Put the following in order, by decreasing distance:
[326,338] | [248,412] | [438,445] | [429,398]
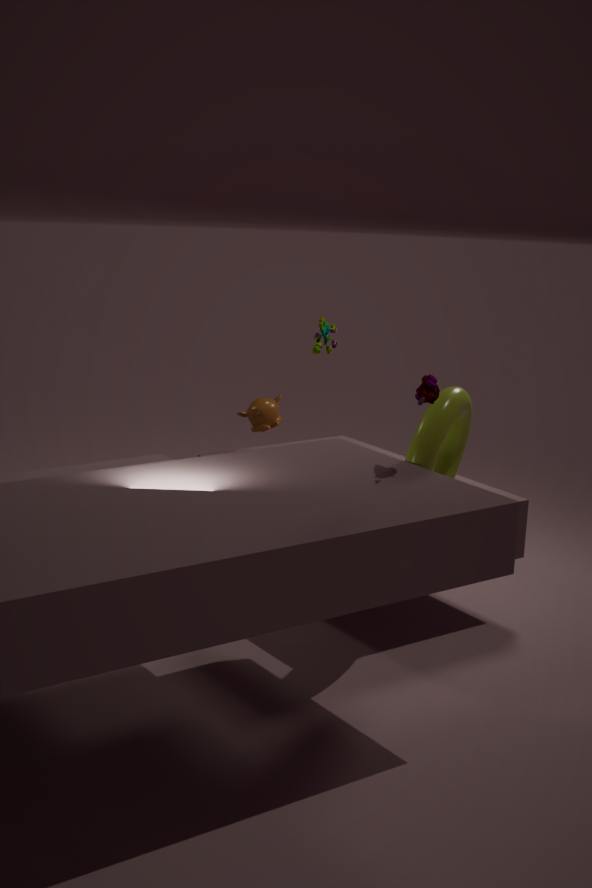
[326,338], [248,412], [438,445], [429,398]
